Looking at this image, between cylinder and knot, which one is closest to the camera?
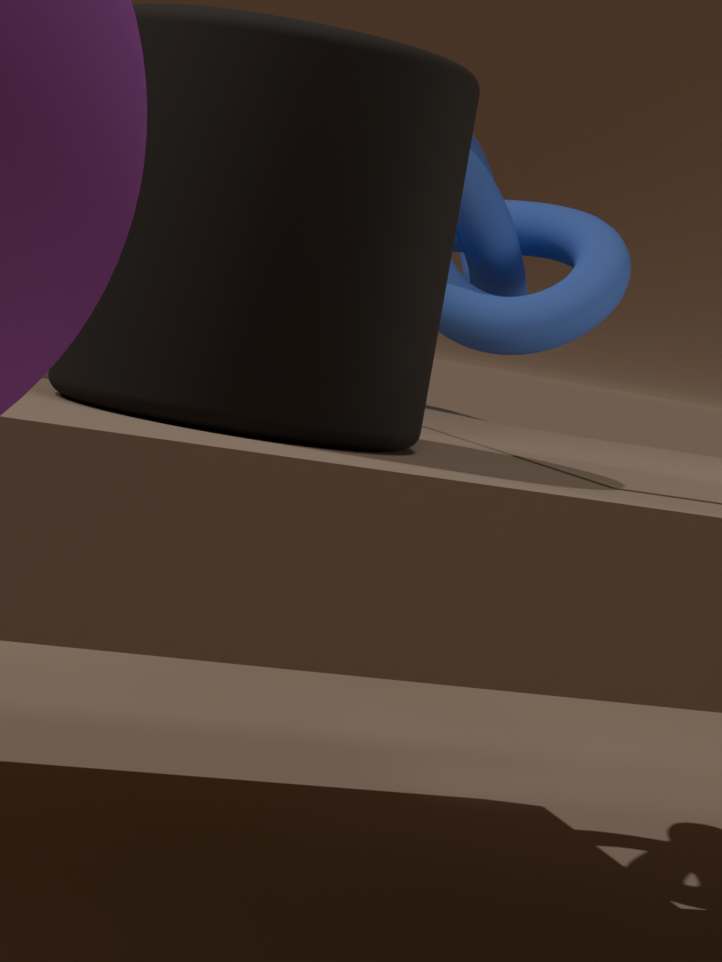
cylinder
